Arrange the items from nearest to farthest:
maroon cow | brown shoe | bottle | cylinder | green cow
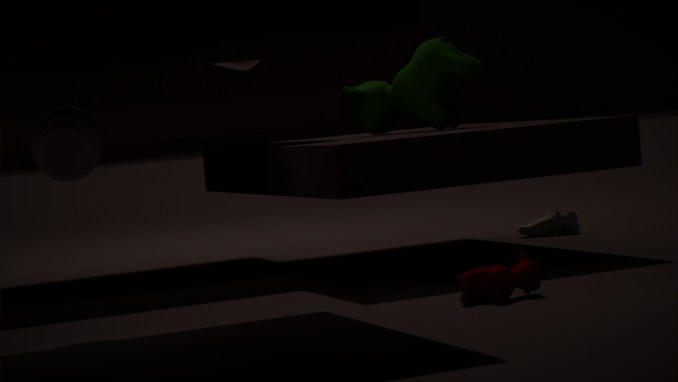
bottle
maroon cow
green cow
cylinder
brown shoe
